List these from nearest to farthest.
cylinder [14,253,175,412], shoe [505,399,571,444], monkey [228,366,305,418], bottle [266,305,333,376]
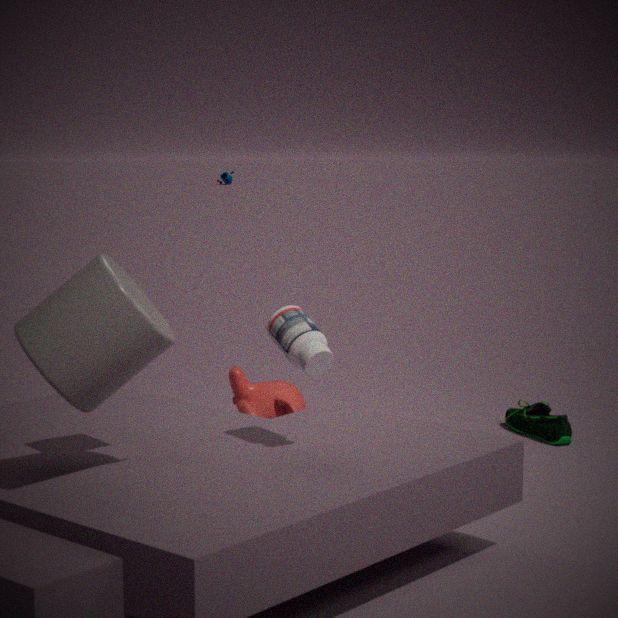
cylinder [14,253,175,412] < bottle [266,305,333,376] < shoe [505,399,571,444] < monkey [228,366,305,418]
